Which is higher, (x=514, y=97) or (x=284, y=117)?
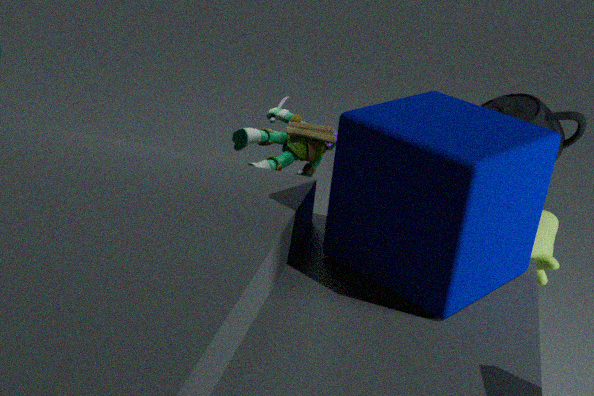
(x=514, y=97)
